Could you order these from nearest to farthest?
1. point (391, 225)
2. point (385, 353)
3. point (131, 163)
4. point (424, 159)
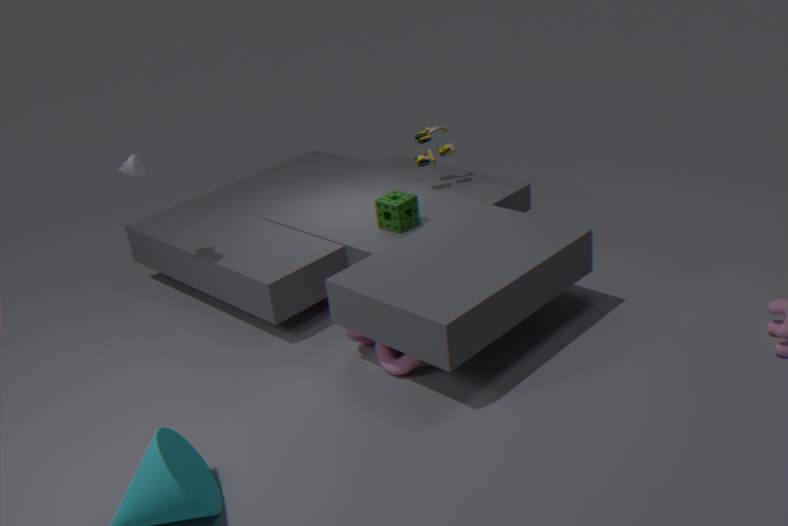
point (385, 353), point (131, 163), point (391, 225), point (424, 159)
